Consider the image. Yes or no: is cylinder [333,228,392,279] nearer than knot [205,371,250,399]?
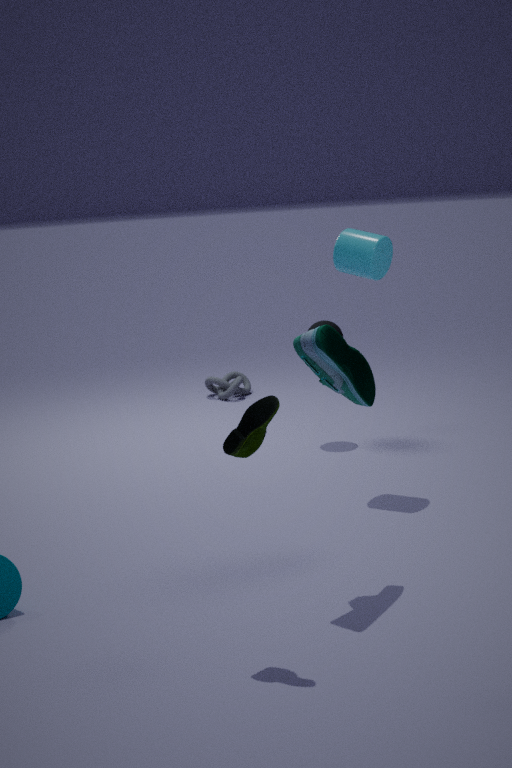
Yes
